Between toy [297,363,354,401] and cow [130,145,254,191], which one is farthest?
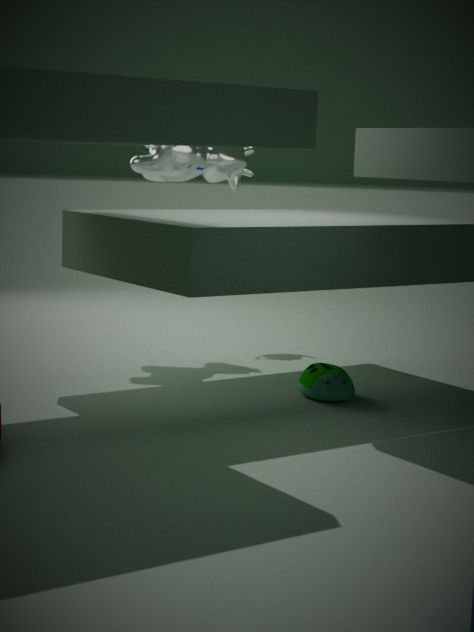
cow [130,145,254,191]
